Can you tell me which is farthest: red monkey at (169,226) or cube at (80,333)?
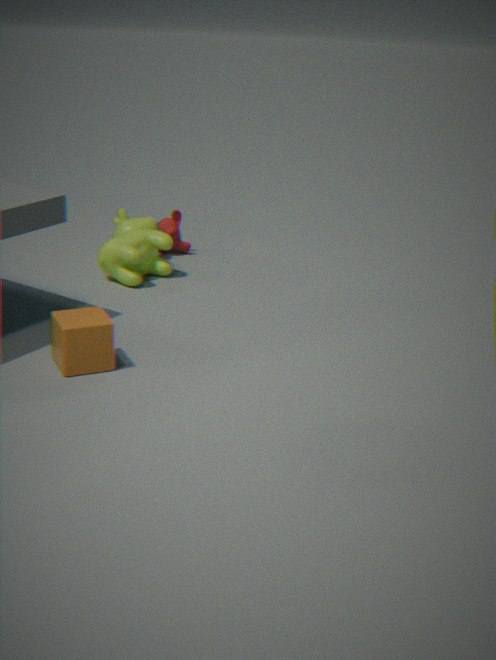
red monkey at (169,226)
